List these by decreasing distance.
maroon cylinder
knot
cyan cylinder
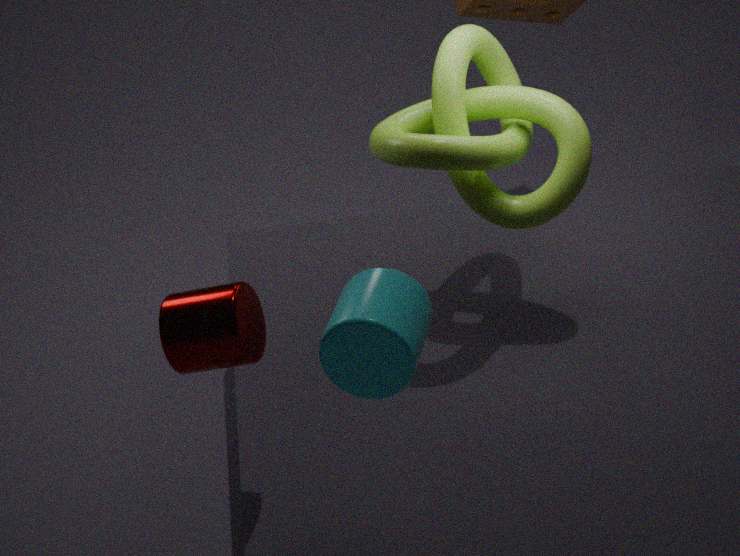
knot, maroon cylinder, cyan cylinder
